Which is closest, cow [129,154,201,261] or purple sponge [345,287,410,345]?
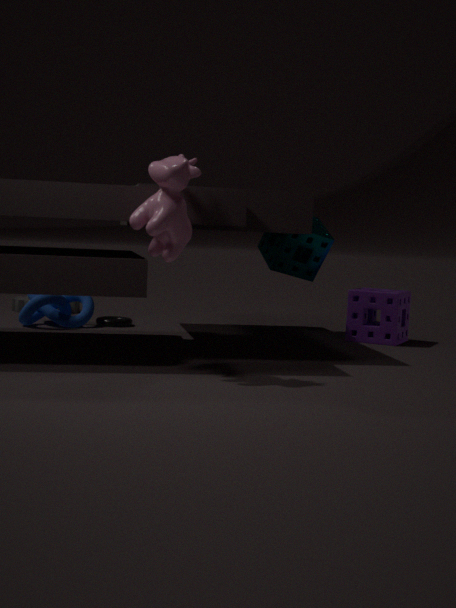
cow [129,154,201,261]
